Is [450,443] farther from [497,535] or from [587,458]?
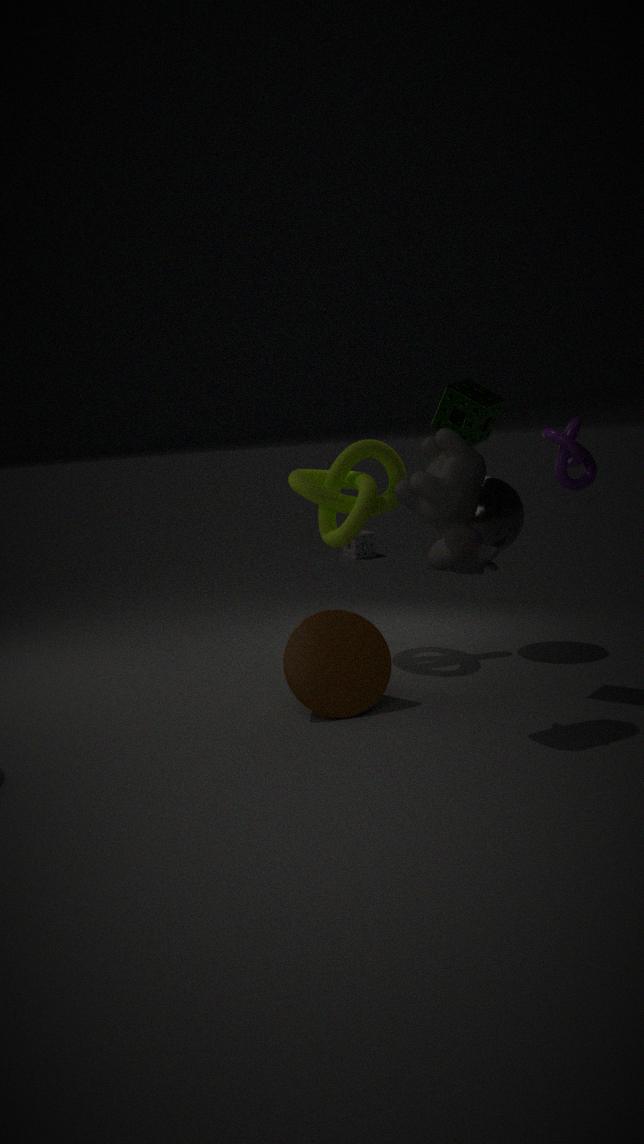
[497,535]
